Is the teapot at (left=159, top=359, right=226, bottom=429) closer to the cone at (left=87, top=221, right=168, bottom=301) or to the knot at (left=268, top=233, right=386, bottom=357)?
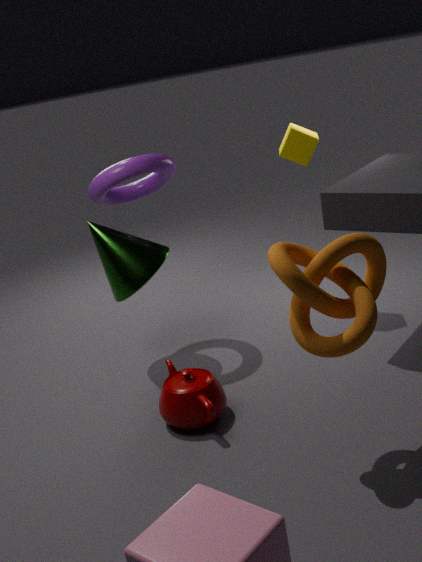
the cone at (left=87, top=221, right=168, bottom=301)
